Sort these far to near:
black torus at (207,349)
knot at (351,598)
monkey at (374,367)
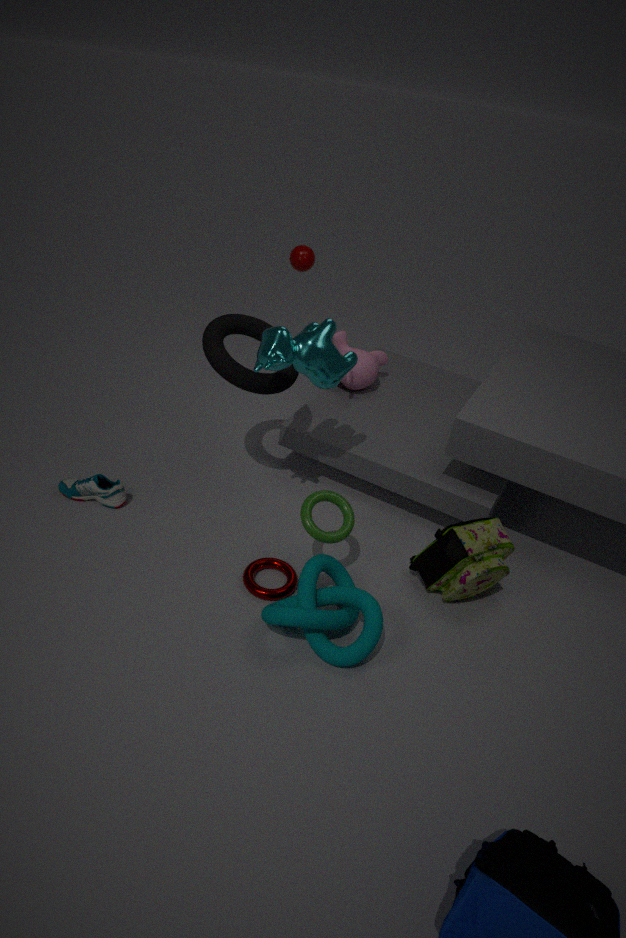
monkey at (374,367), black torus at (207,349), knot at (351,598)
